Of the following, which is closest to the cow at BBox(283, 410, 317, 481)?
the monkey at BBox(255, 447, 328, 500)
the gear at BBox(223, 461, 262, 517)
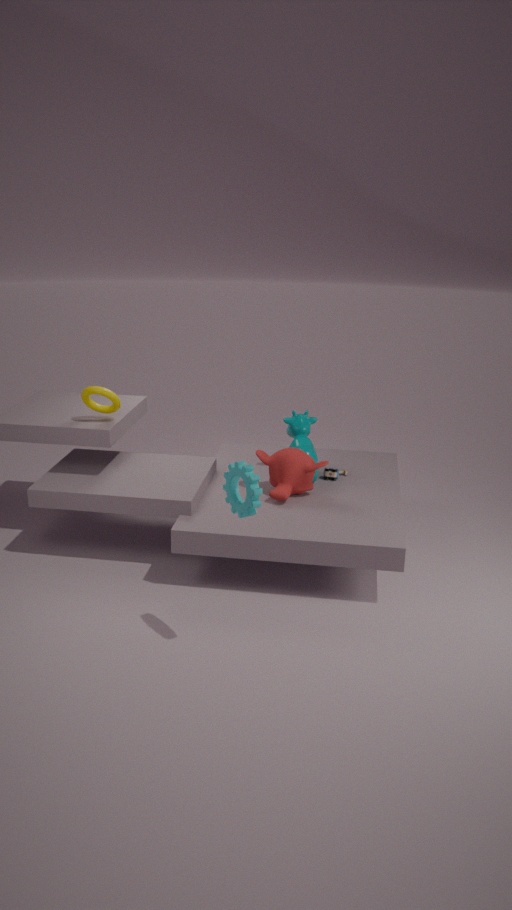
the monkey at BBox(255, 447, 328, 500)
